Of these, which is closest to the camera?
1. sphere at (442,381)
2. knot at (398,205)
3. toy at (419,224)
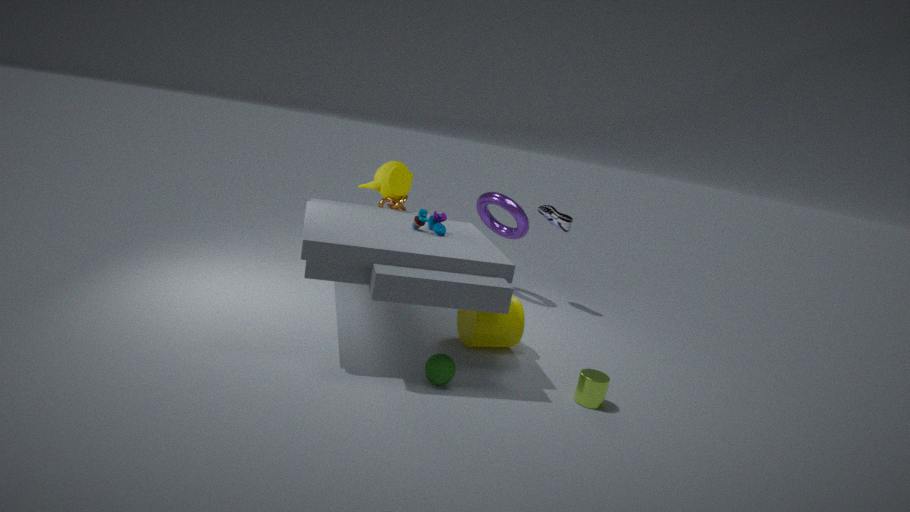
sphere at (442,381)
